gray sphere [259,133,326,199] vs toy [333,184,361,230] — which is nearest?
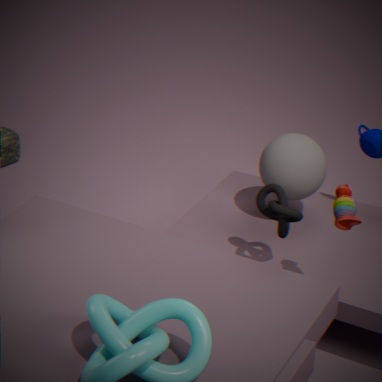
toy [333,184,361,230]
